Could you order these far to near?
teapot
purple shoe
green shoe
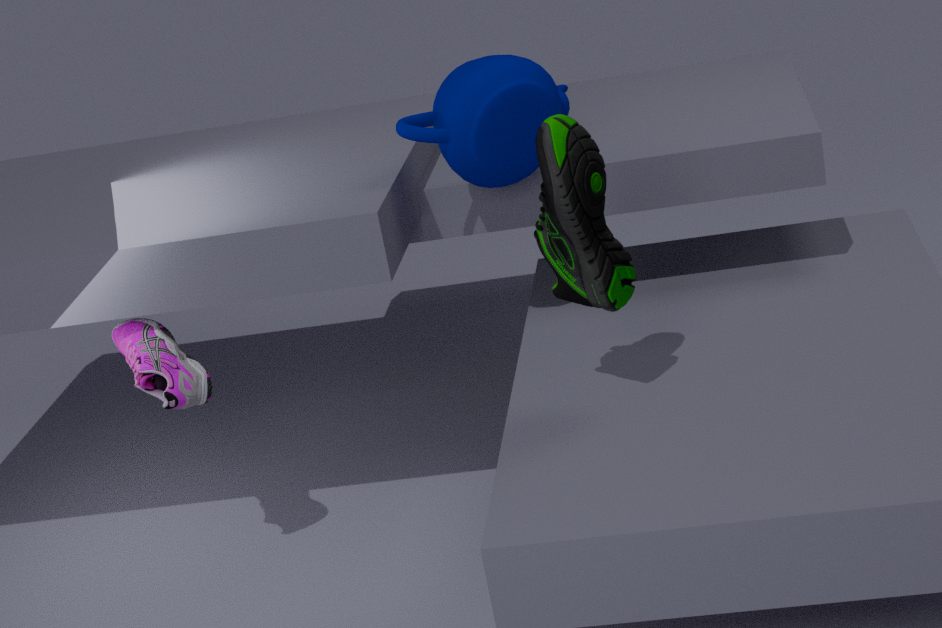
teapot → purple shoe → green shoe
